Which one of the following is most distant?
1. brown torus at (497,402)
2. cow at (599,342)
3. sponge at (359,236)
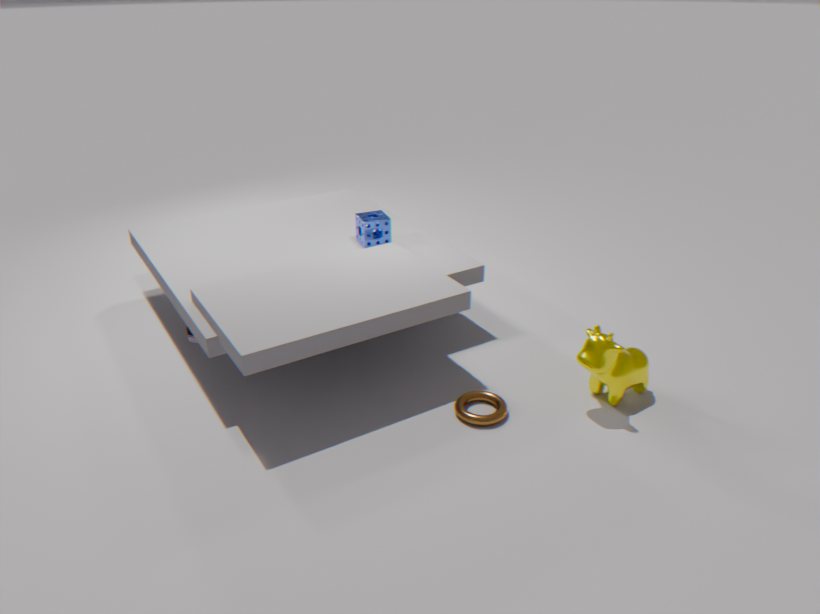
sponge at (359,236)
